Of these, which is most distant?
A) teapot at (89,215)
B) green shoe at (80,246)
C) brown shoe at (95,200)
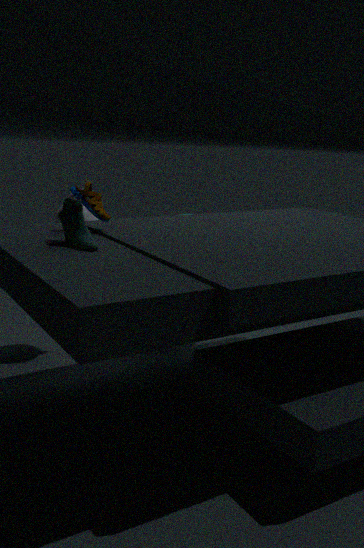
teapot at (89,215)
